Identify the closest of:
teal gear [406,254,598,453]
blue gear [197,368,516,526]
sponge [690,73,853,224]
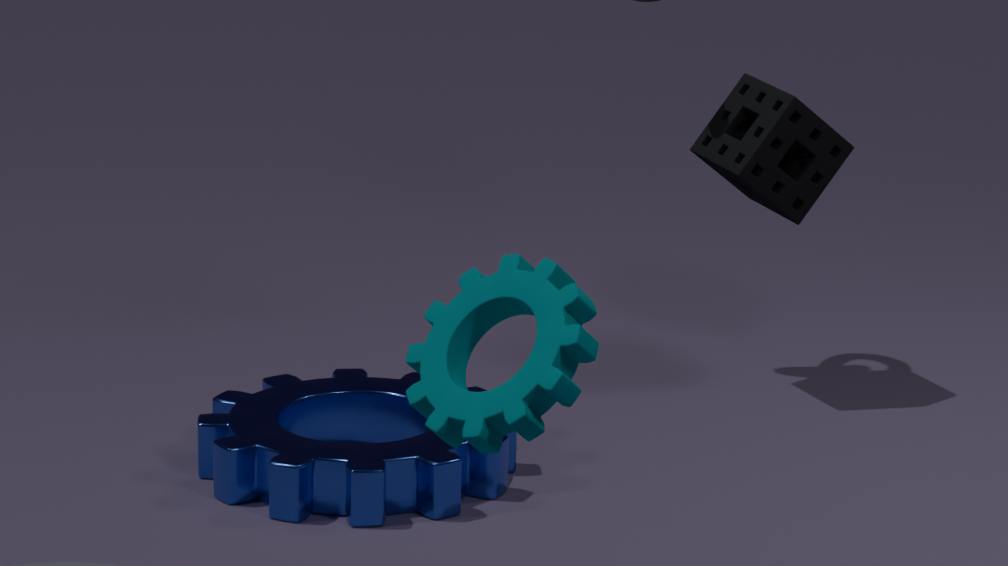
teal gear [406,254,598,453]
